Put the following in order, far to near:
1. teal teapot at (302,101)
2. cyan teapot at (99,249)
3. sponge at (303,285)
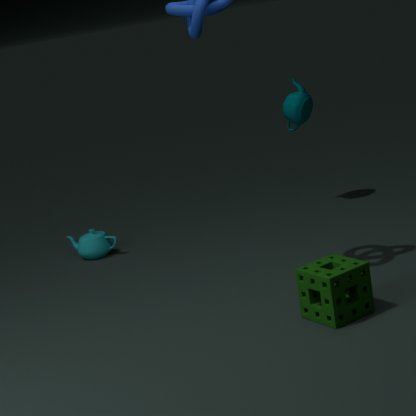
teal teapot at (302,101)
cyan teapot at (99,249)
sponge at (303,285)
